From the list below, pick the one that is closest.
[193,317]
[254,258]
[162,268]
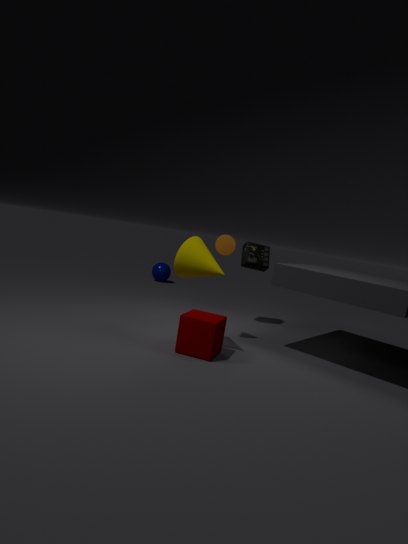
[193,317]
